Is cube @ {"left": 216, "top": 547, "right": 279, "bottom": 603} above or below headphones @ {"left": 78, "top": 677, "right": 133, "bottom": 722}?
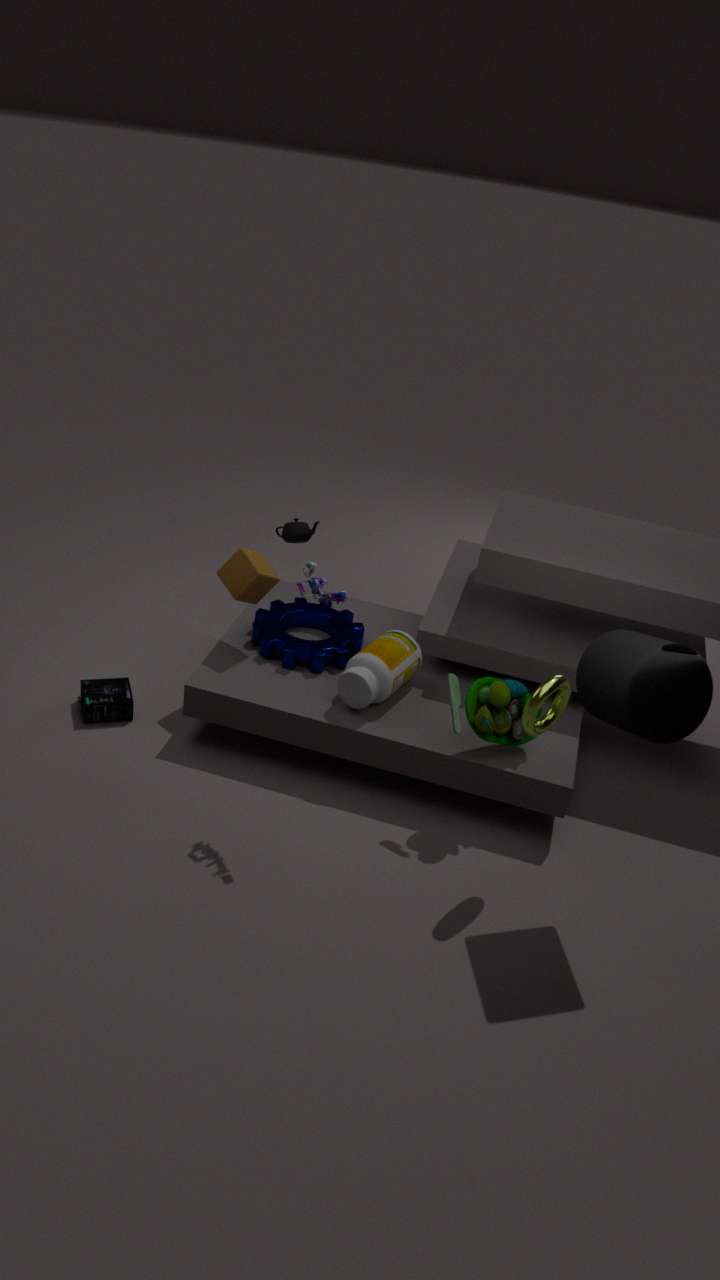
above
